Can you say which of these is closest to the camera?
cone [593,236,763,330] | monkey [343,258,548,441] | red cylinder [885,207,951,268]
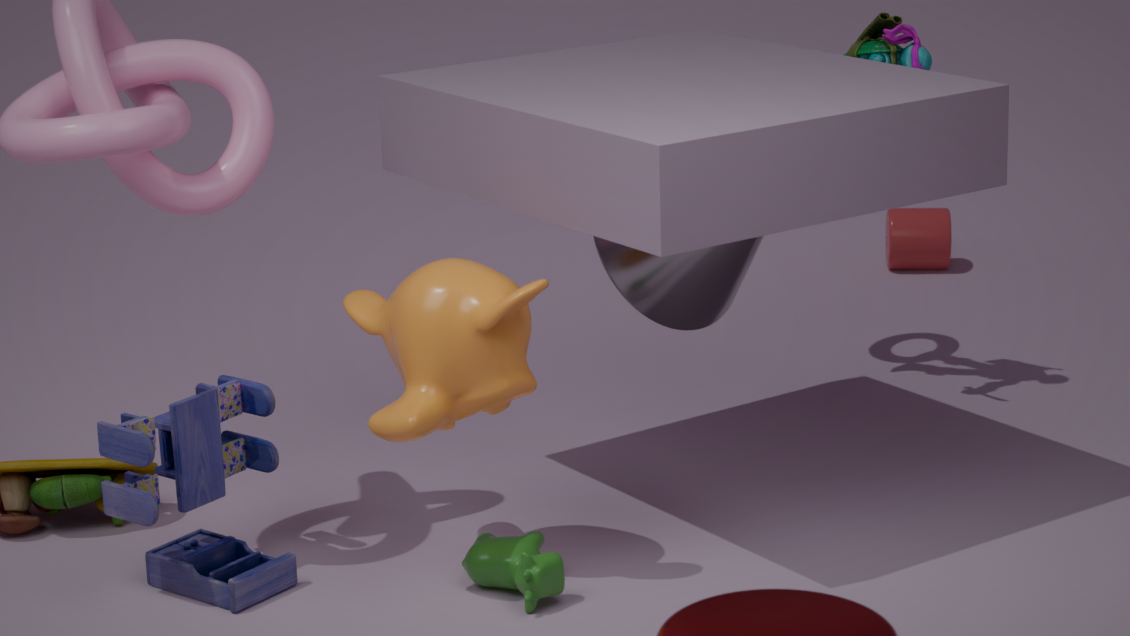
monkey [343,258,548,441]
